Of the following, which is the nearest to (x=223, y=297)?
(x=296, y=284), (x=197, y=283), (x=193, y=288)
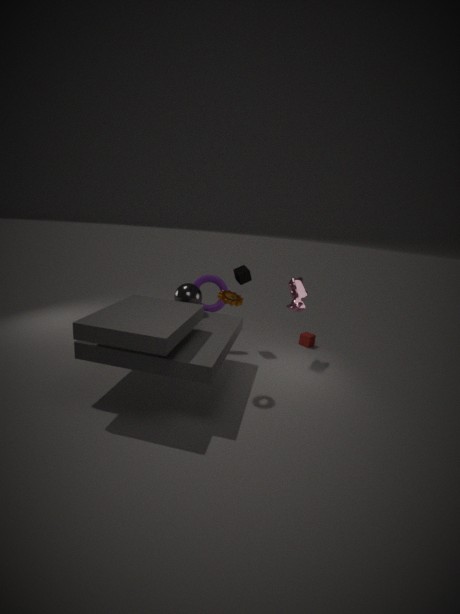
(x=193, y=288)
